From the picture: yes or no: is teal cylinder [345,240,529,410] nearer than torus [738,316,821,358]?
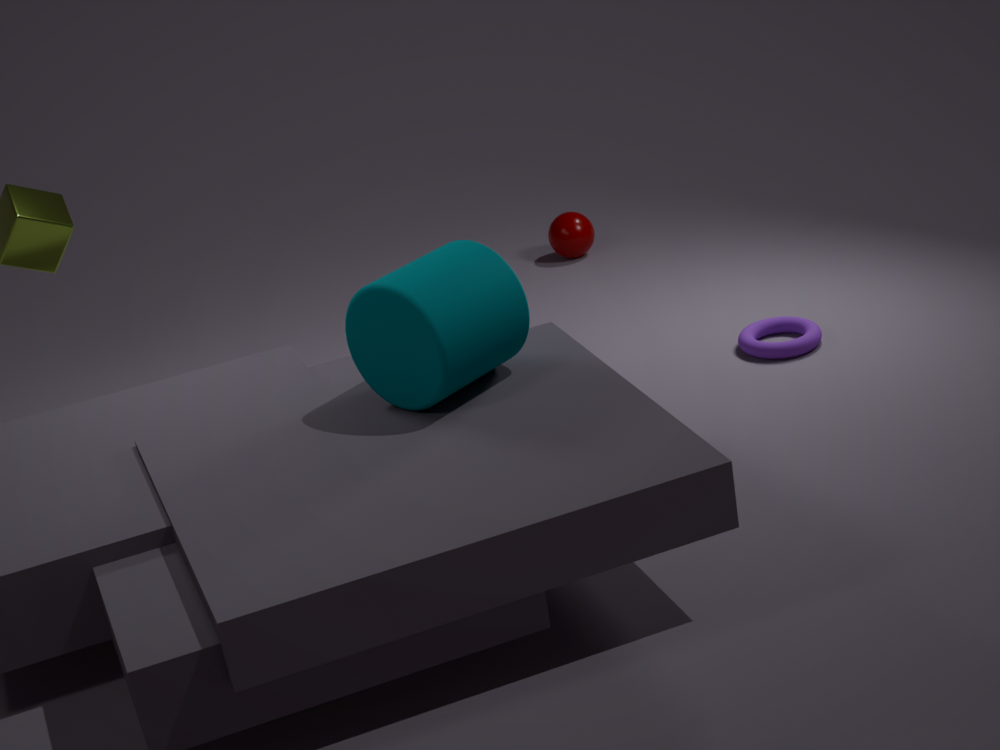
Yes
